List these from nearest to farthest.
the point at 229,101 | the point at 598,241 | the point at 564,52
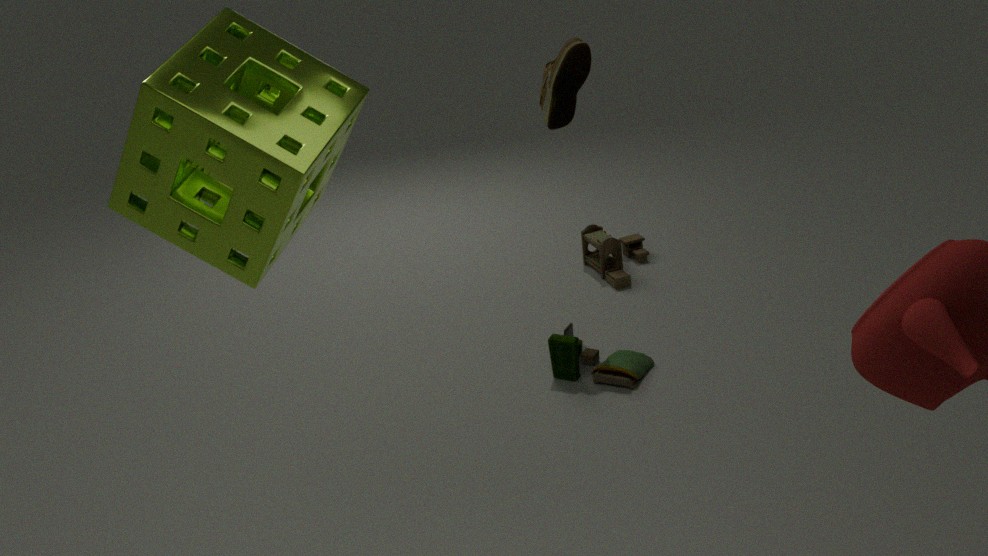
the point at 229,101 < the point at 564,52 < the point at 598,241
